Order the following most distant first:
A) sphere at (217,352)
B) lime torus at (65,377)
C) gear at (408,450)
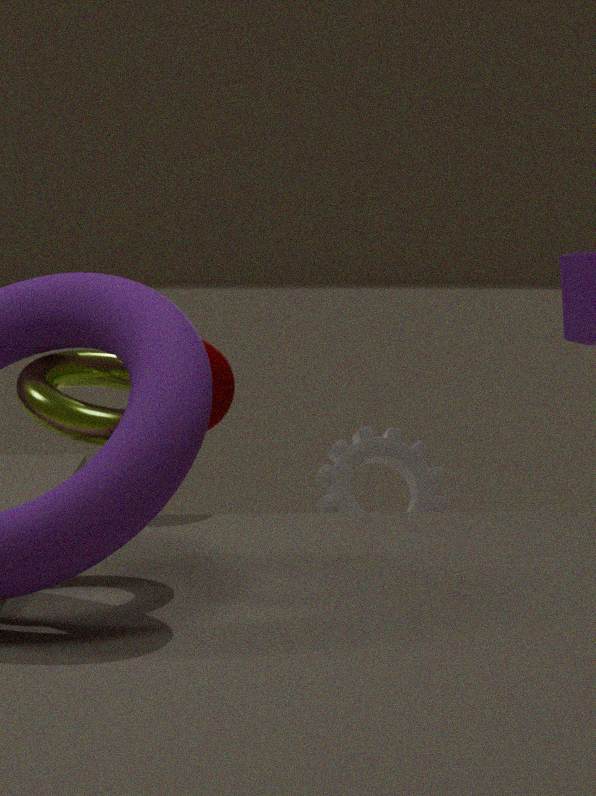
gear at (408,450) → sphere at (217,352) → lime torus at (65,377)
